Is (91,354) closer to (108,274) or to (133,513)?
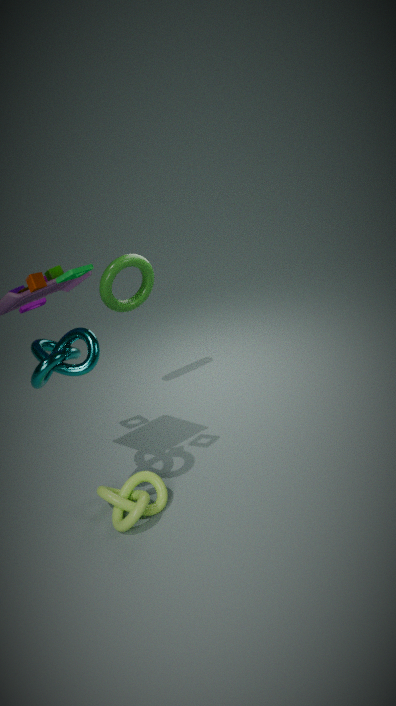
(133,513)
